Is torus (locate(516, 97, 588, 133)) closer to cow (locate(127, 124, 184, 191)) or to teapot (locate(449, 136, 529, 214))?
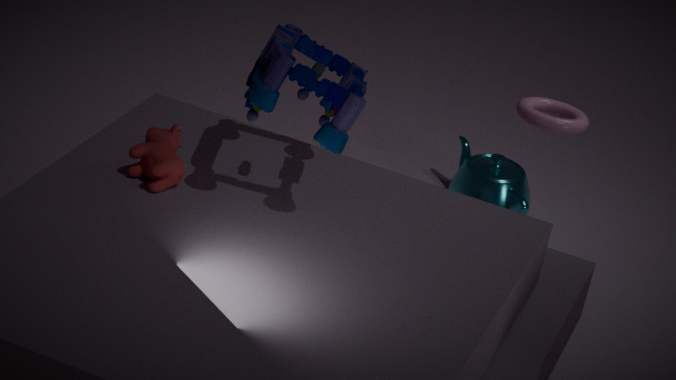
teapot (locate(449, 136, 529, 214))
